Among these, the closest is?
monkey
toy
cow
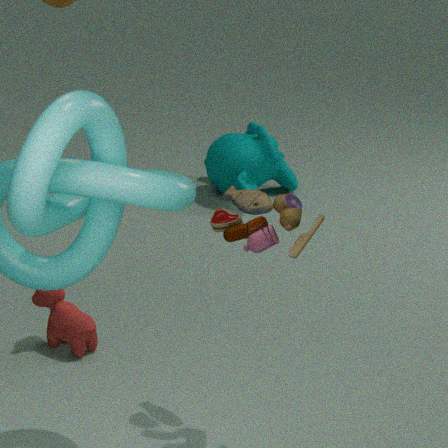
toy
